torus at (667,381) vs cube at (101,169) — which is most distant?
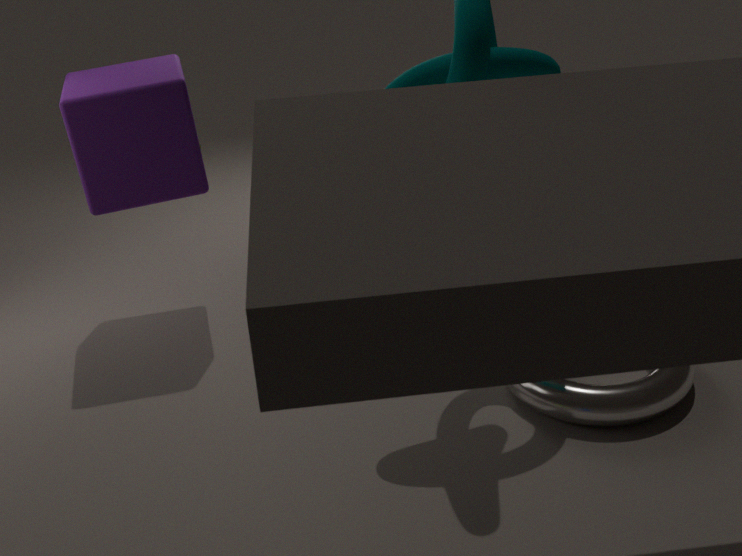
cube at (101,169)
